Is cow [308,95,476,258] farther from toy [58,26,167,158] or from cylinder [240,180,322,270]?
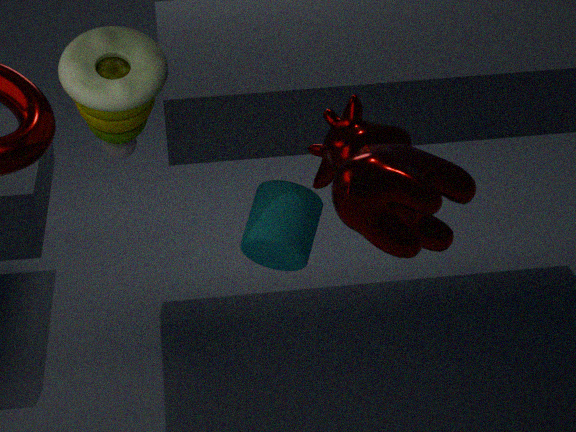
toy [58,26,167,158]
